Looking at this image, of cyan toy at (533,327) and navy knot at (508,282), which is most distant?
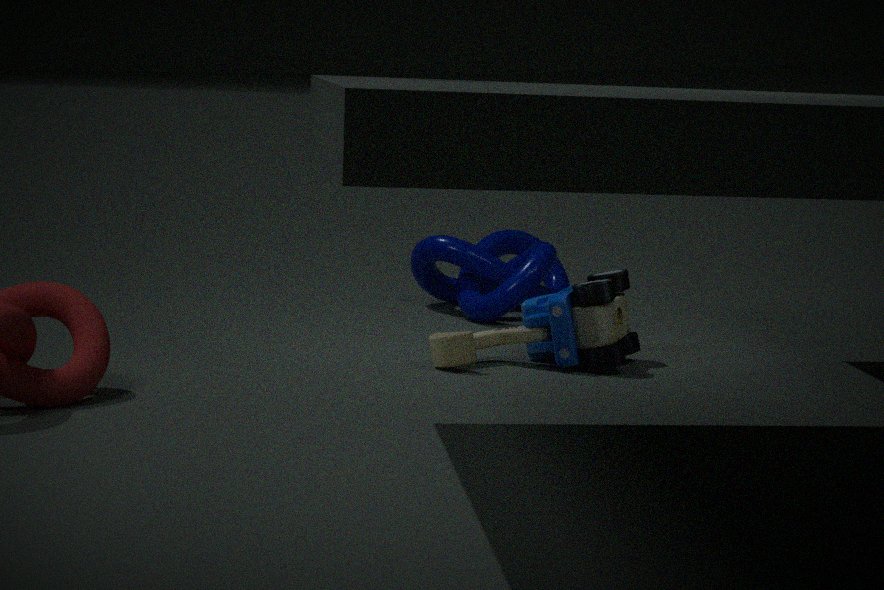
navy knot at (508,282)
